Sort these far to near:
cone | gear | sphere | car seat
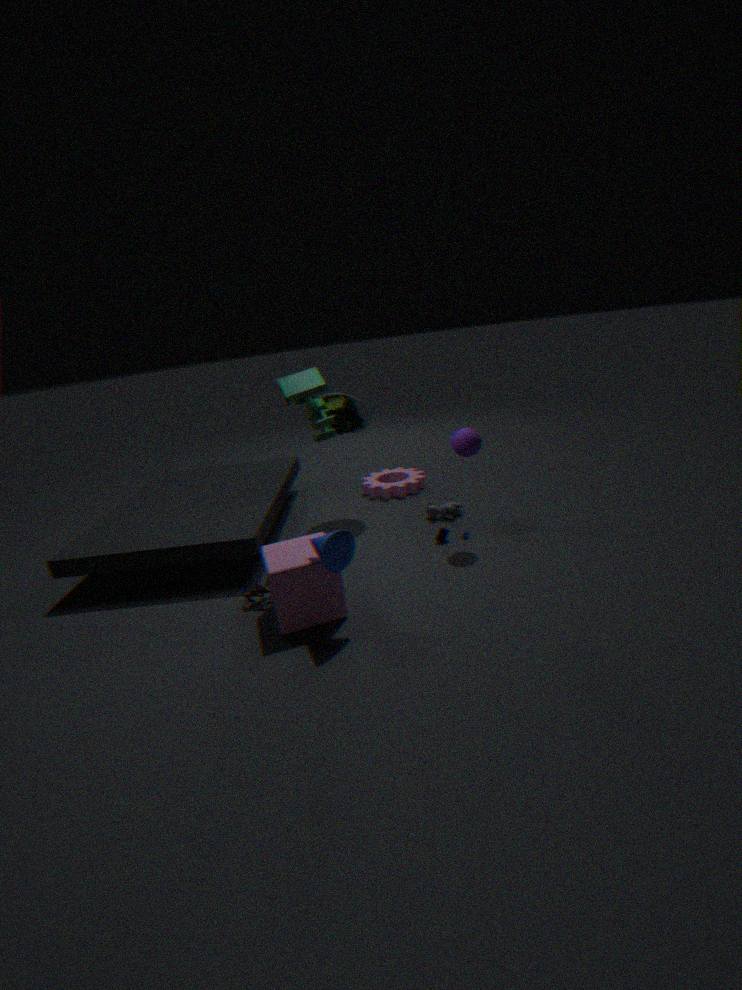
gear < car seat < sphere < cone
